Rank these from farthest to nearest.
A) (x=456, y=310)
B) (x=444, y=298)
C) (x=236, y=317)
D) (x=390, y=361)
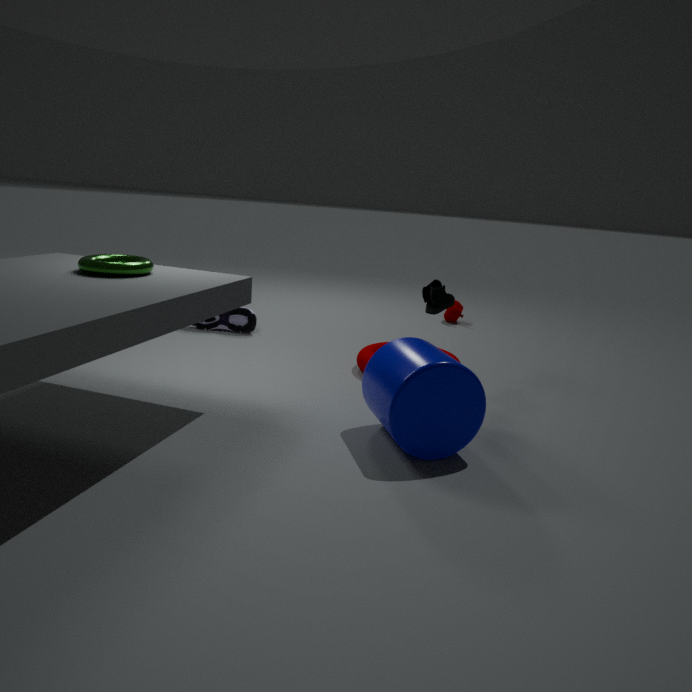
1. (x=456, y=310)
2. (x=236, y=317)
3. (x=444, y=298)
4. (x=390, y=361)
